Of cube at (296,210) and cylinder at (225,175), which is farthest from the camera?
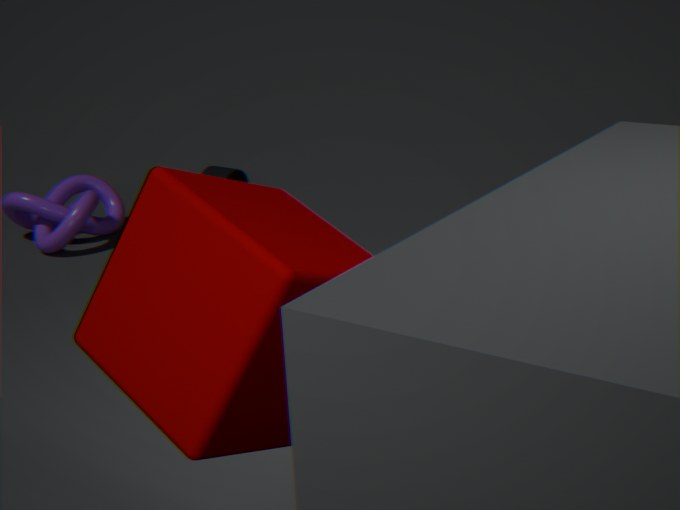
cylinder at (225,175)
